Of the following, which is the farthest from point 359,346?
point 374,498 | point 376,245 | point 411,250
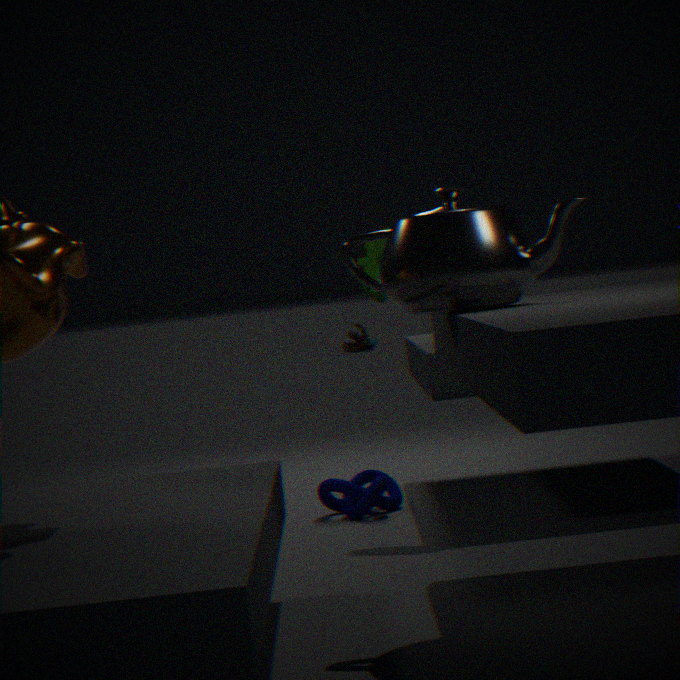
point 411,250
